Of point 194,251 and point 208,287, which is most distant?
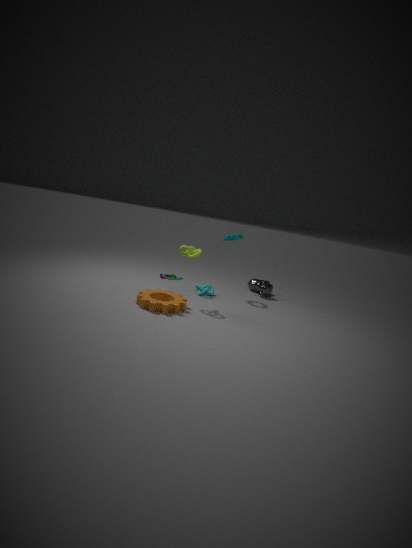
point 208,287
